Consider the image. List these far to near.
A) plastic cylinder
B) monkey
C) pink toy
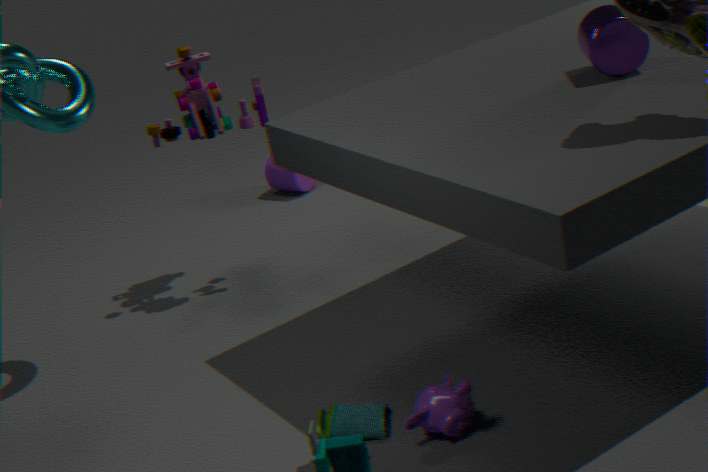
plastic cylinder → pink toy → monkey
